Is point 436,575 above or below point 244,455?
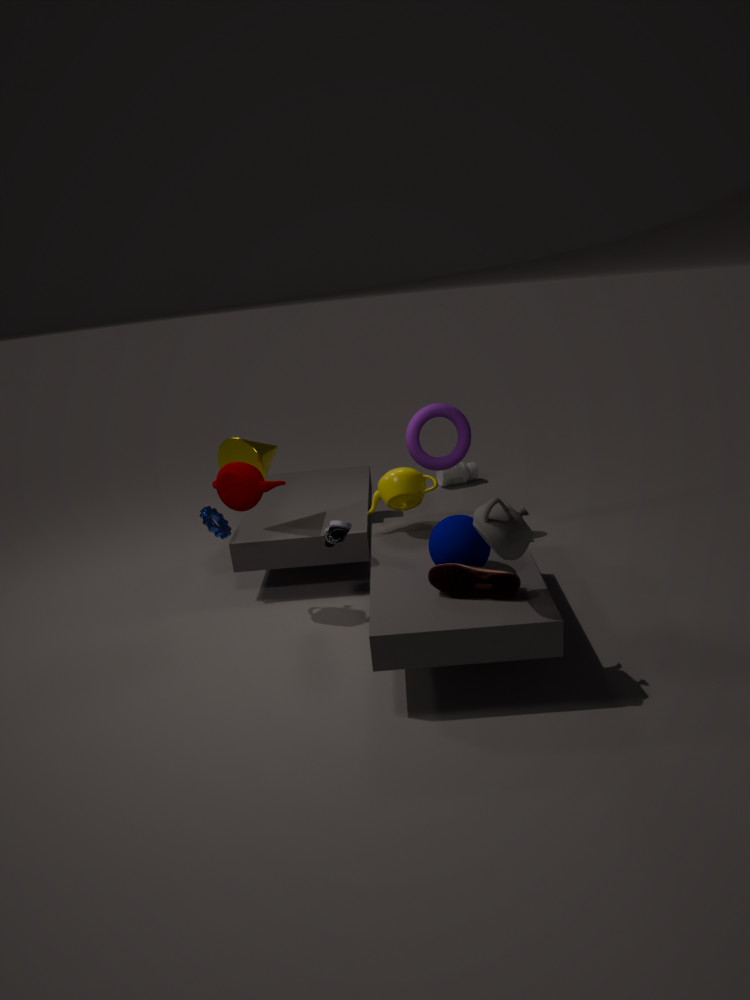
below
